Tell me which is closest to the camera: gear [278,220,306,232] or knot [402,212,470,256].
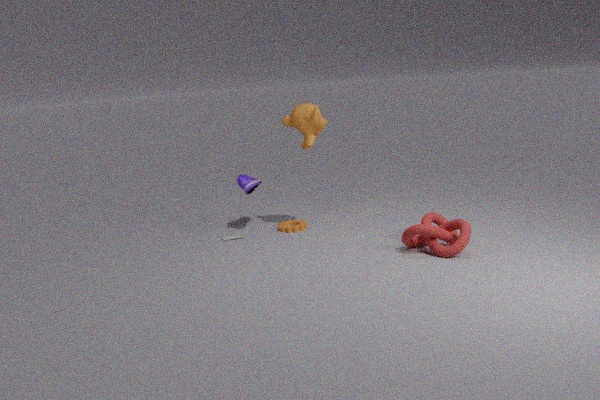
knot [402,212,470,256]
